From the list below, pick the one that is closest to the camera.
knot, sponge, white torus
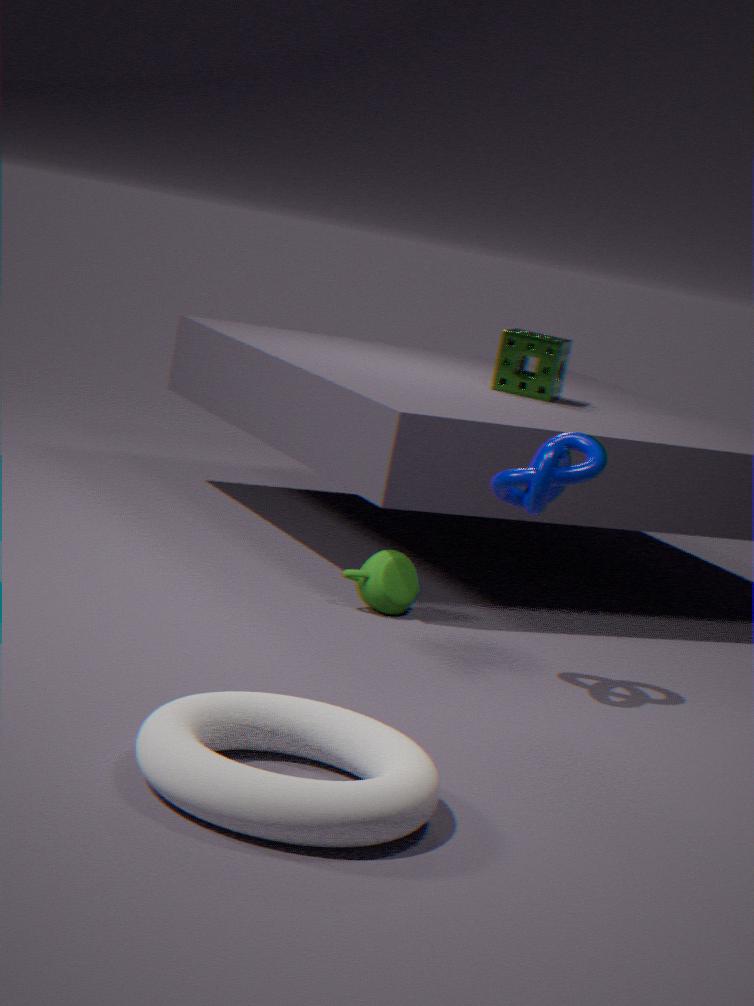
white torus
